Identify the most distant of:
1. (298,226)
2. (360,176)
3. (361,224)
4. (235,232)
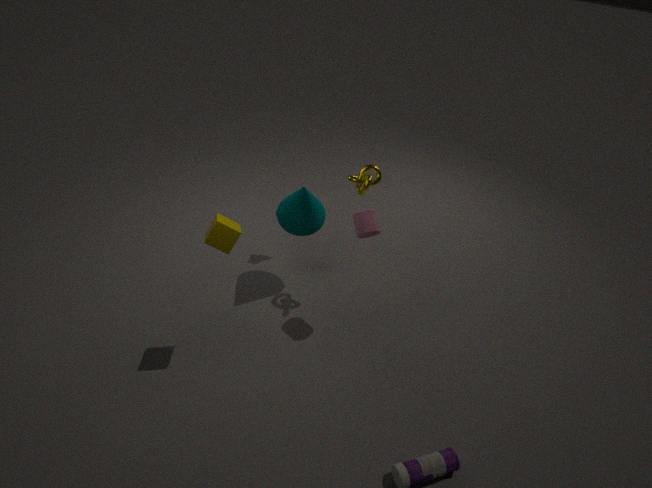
(298,226)
